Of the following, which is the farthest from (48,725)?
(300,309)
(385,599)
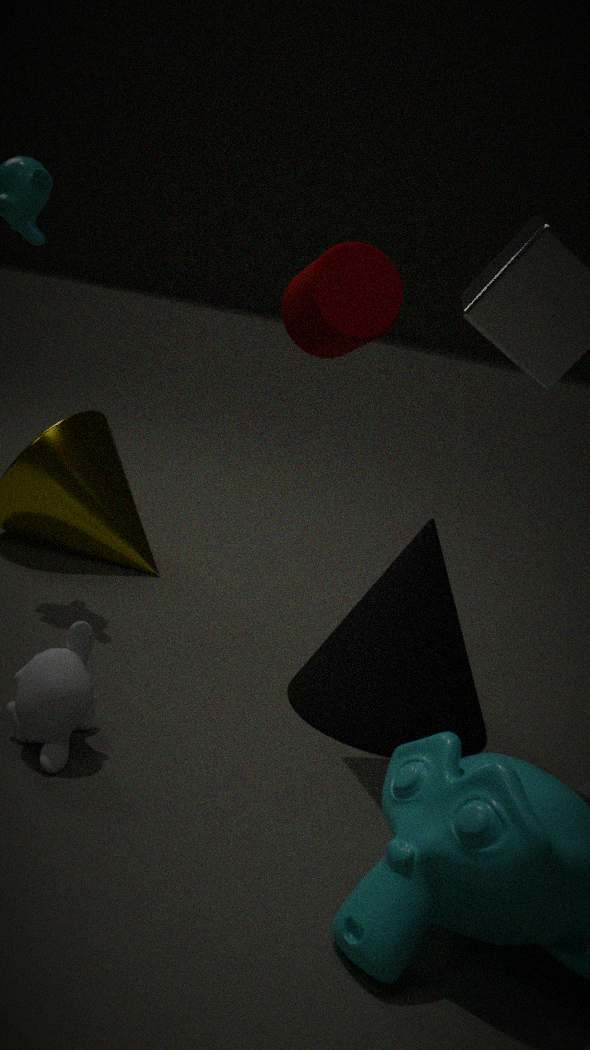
(300,309)
